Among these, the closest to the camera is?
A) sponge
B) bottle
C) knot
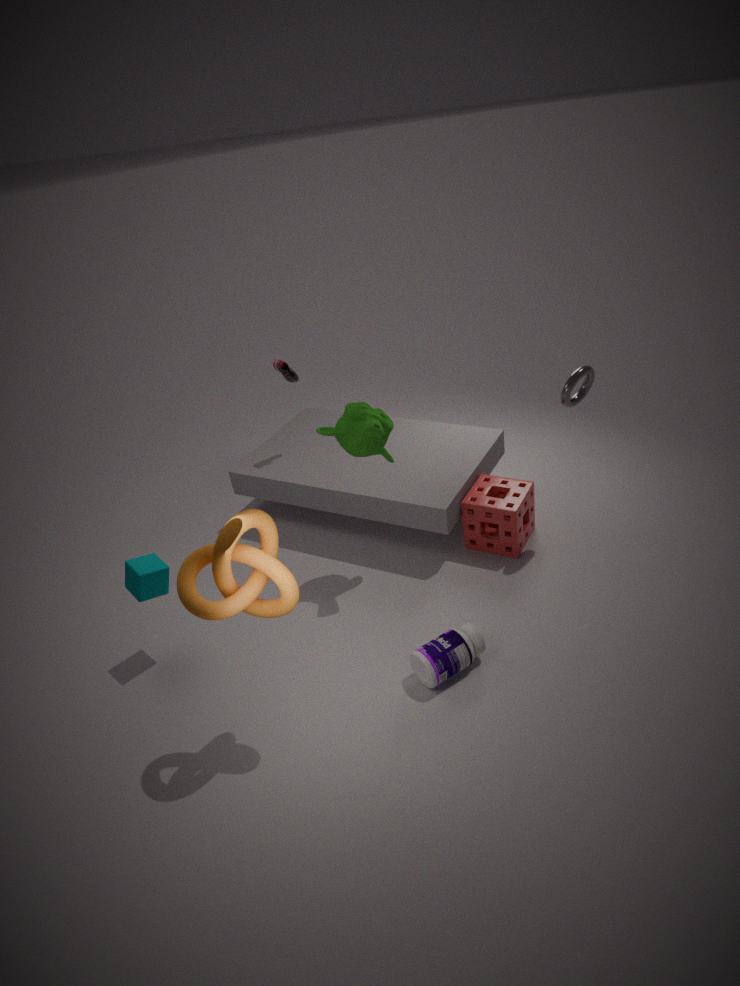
knot
